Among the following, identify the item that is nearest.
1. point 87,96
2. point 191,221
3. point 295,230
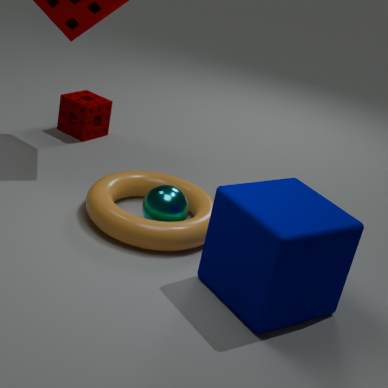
point 295,230
